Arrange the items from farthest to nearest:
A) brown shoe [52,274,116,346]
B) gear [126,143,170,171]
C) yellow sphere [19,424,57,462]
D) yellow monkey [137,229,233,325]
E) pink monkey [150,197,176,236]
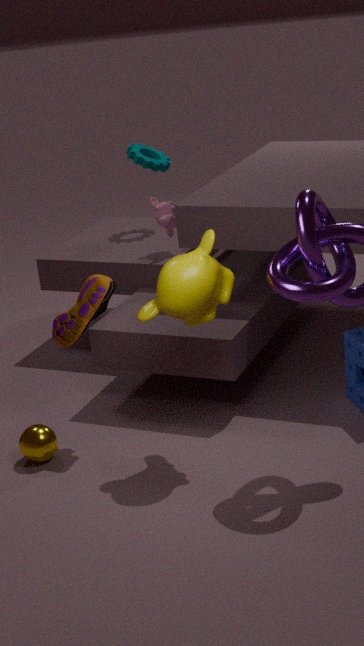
1. gear [126,143,170,171]
2. pink monkey [150,197,176,236]
3. yellow sphere [19,424,57,462]
4. brown shoe [52,274,116,346]
5. yellow monkey [137,229,233,325]
